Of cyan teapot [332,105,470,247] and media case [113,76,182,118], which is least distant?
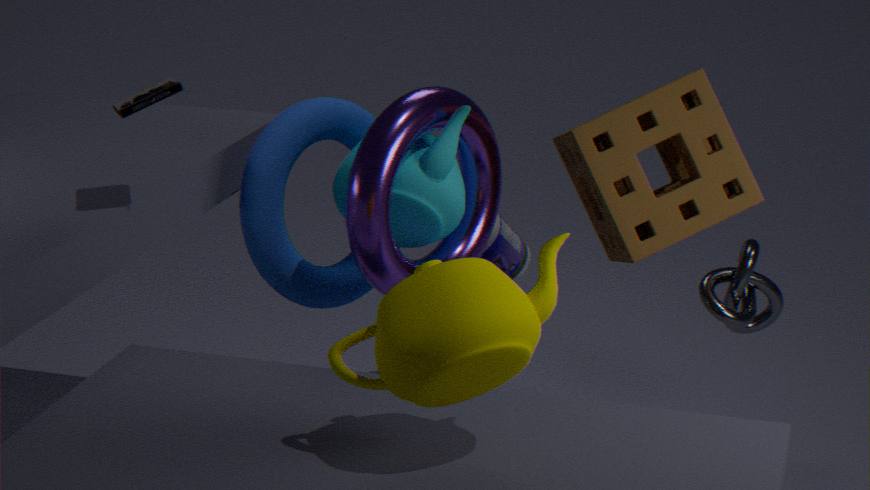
media case [113,76,182,118]
